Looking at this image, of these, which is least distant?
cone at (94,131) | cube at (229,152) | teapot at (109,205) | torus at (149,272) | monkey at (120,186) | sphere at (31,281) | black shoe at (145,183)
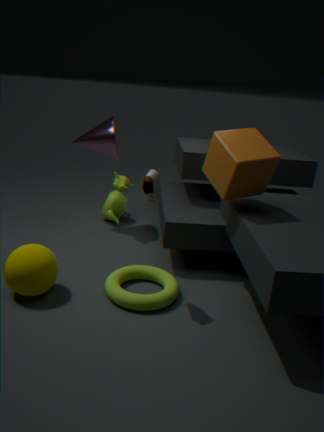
black shoe at (145,183)
